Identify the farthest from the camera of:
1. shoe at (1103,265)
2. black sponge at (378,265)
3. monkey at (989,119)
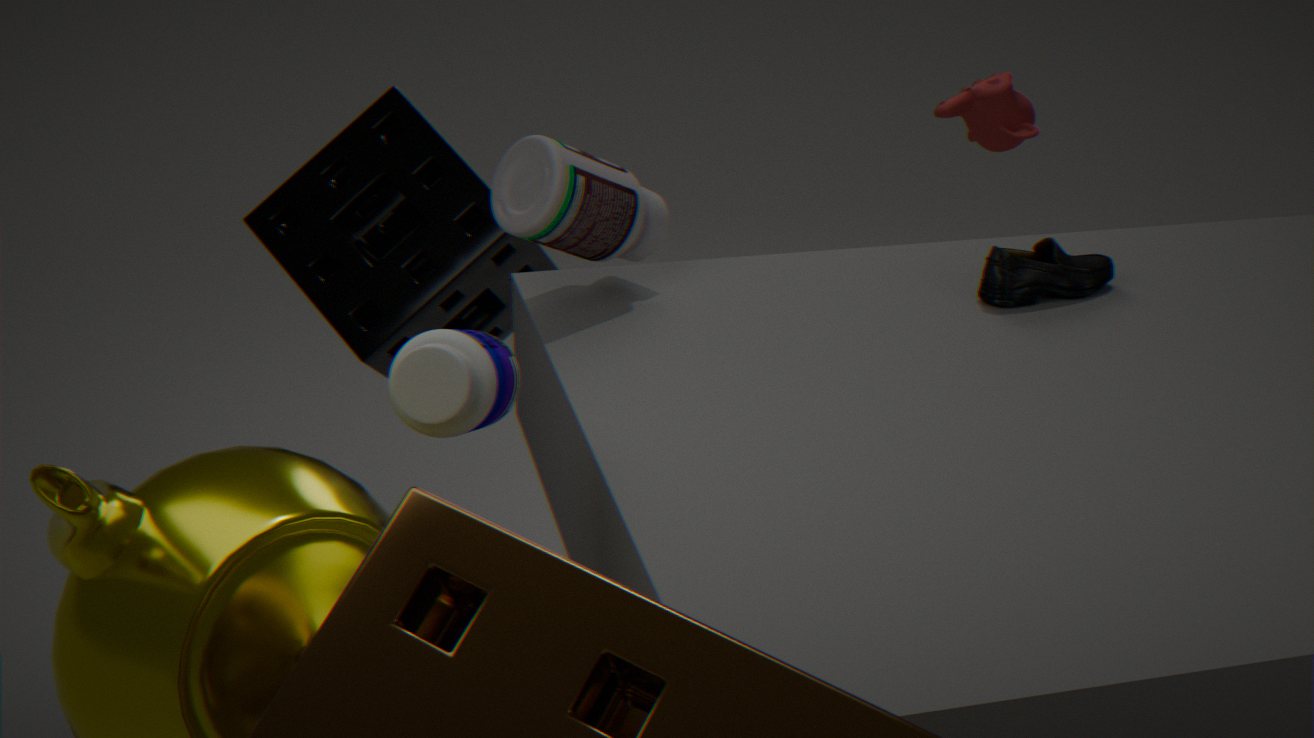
monkey at (989,119)
